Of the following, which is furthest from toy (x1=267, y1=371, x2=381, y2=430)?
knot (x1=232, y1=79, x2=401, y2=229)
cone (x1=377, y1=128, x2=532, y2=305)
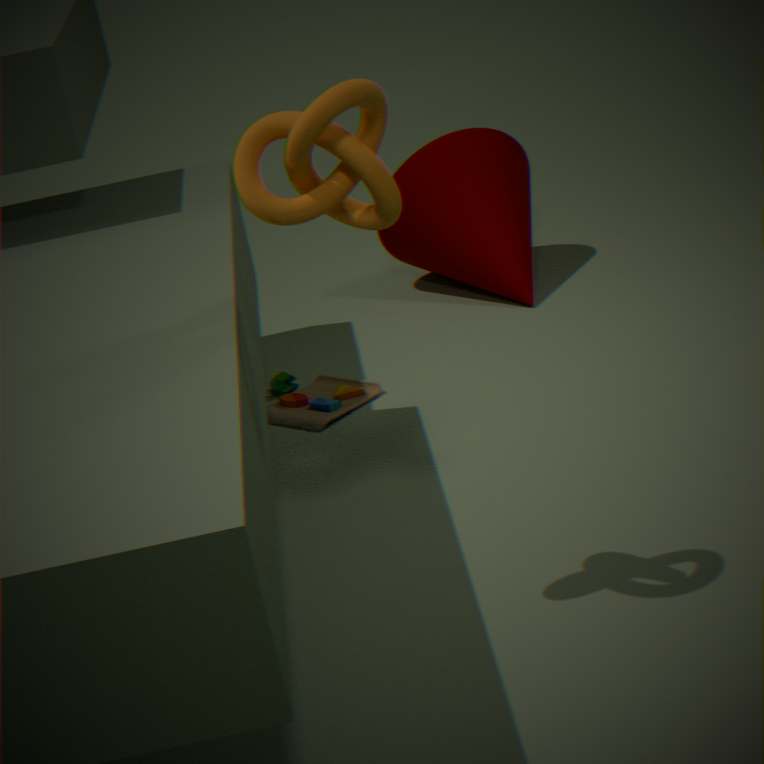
knot (x1=232, y1=79, x2=401, y2=229)
